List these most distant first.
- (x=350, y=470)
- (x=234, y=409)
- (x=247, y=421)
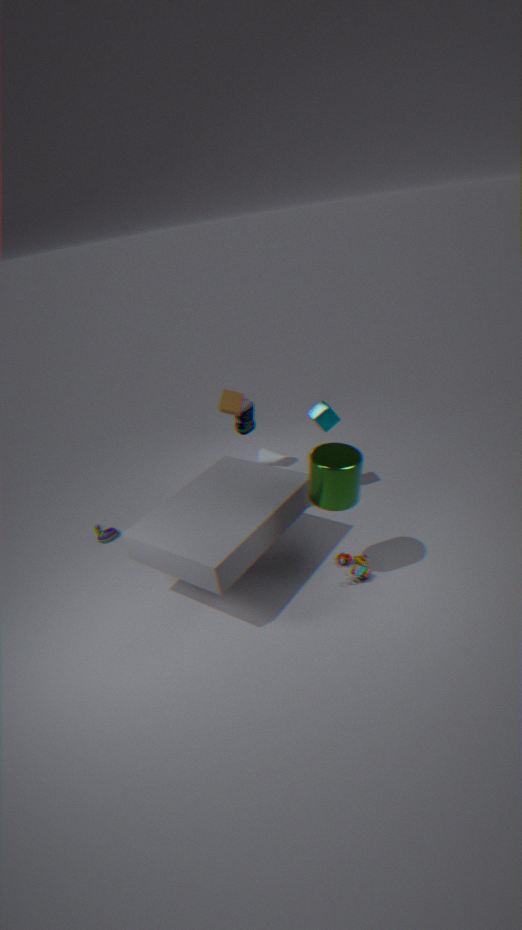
(x=247, y=421) < (x=234, y=409) < (x=350, y=470)
